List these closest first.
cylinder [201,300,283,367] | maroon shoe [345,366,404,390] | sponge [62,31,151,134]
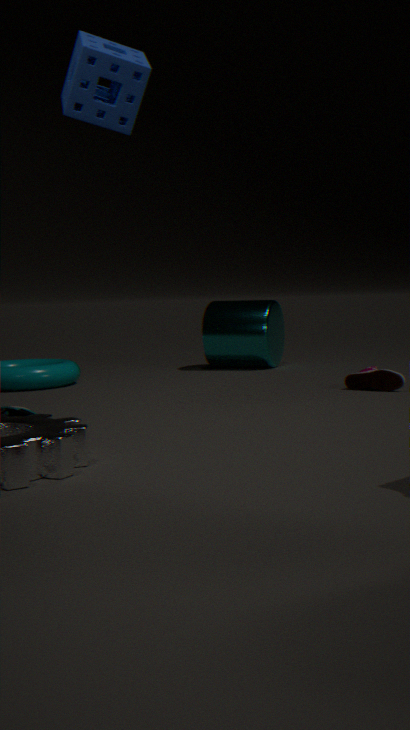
1. sponge [62,31,151,134]
2. maroon shoe [345,366,404,390]
3. cylinder [201,300,283,367]
